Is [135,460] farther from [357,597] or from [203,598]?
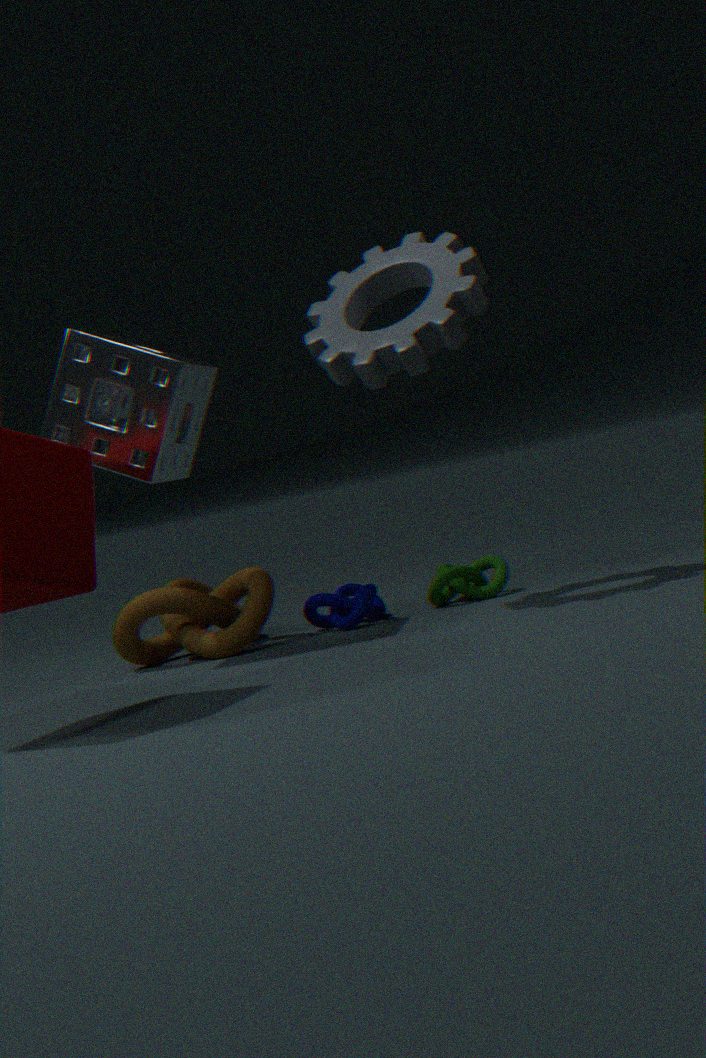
[357,597]
